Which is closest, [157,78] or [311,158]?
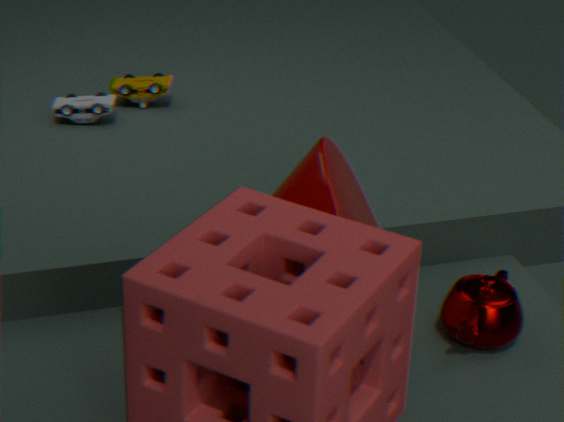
[311,158]
